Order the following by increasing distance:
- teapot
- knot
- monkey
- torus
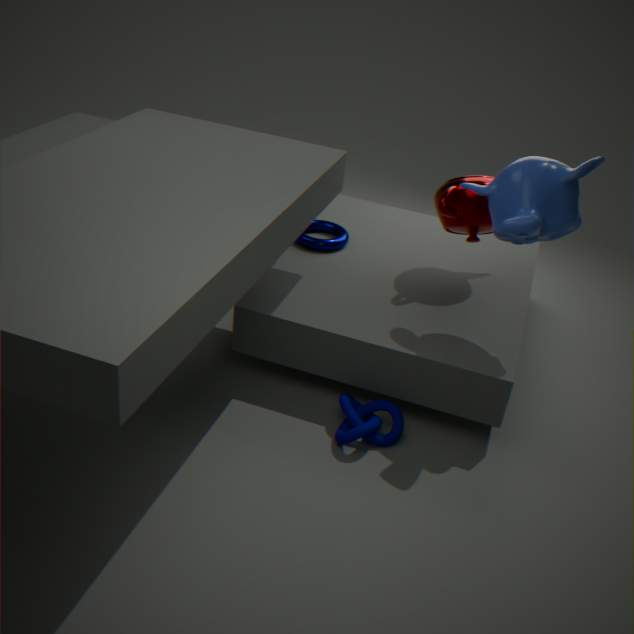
monkey, knot, teapot, torus
